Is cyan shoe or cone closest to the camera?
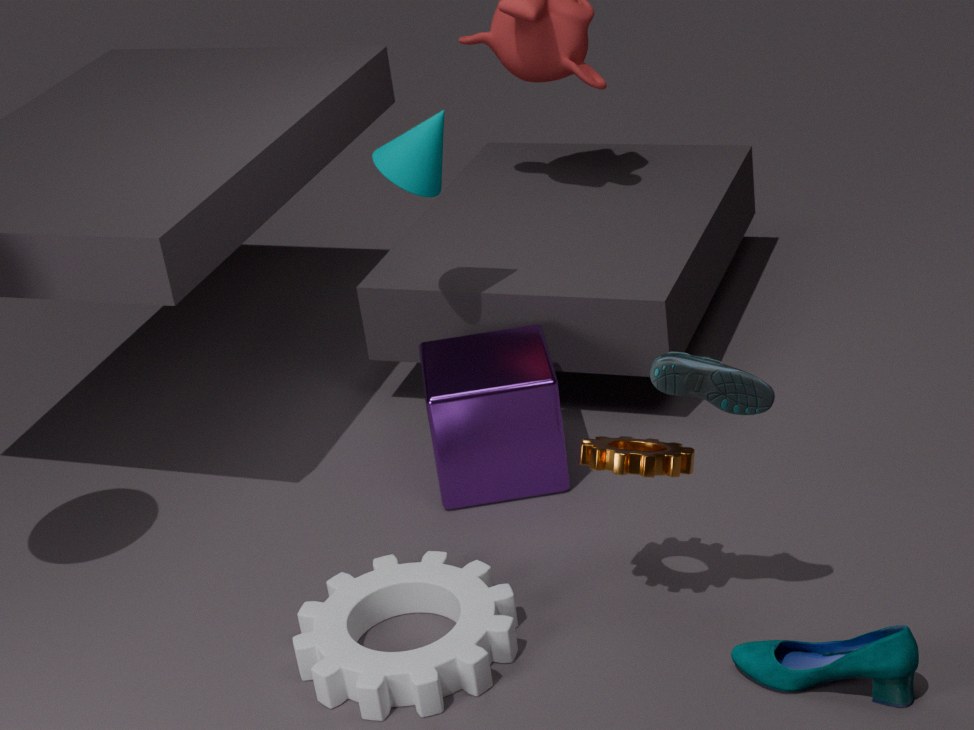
cyan shoe
